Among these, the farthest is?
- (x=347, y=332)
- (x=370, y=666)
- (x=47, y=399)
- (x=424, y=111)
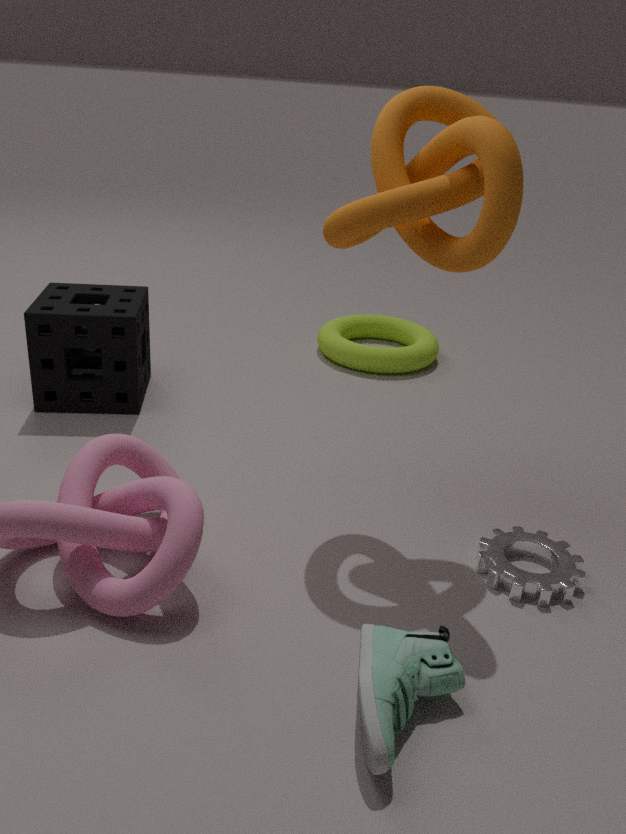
(x=347, y=332)
